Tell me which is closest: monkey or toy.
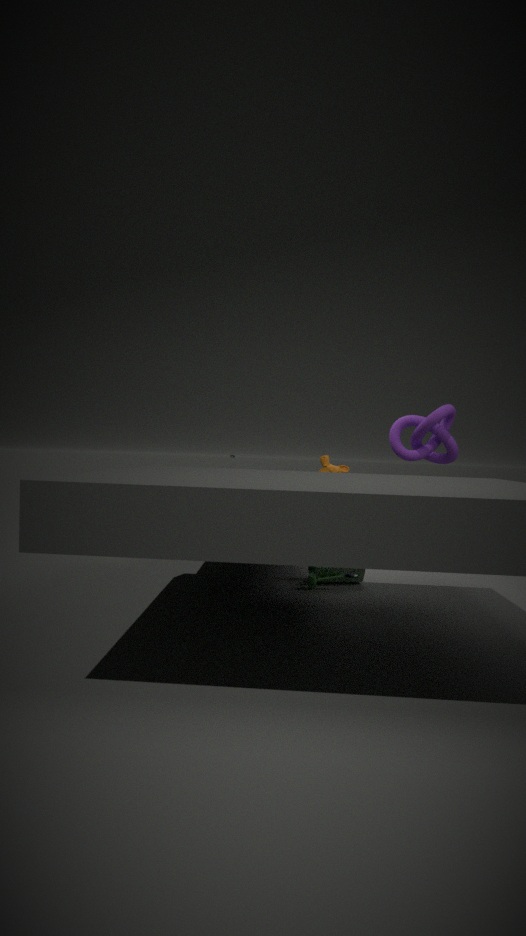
toy
